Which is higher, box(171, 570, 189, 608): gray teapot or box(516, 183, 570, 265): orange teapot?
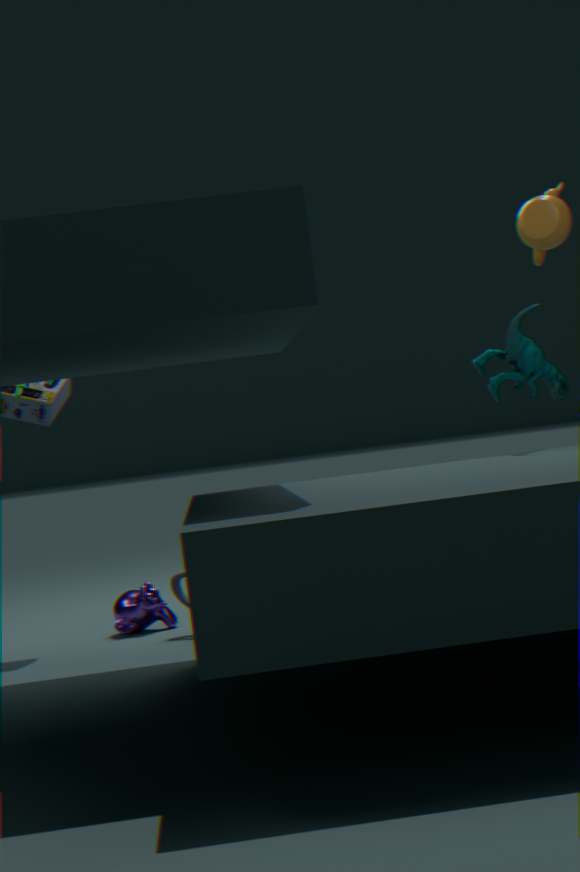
box(516, 183, 570, 265): orange teapot
